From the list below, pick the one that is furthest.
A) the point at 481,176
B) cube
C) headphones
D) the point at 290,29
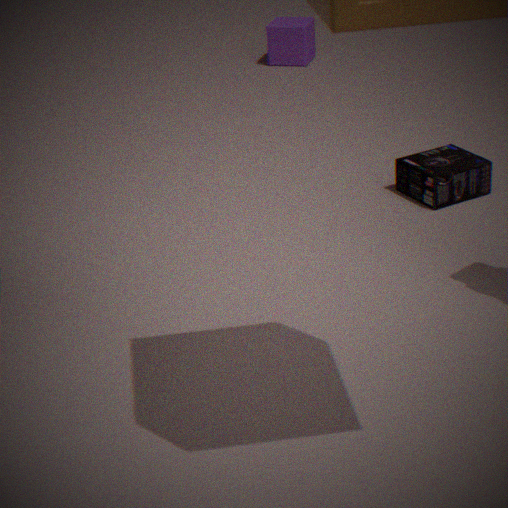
the point at 290,29
